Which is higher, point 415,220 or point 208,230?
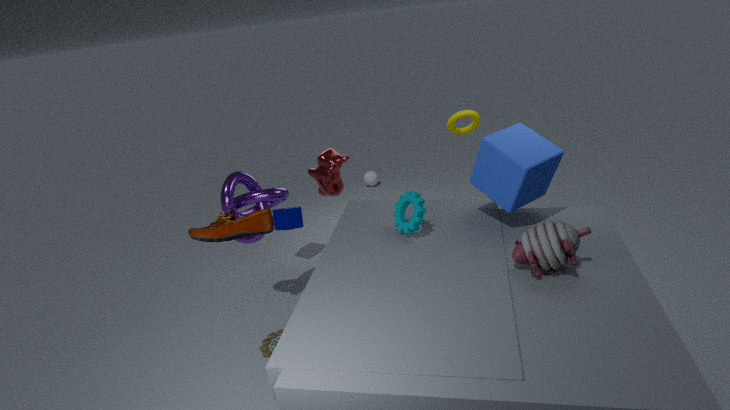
point 208,230
